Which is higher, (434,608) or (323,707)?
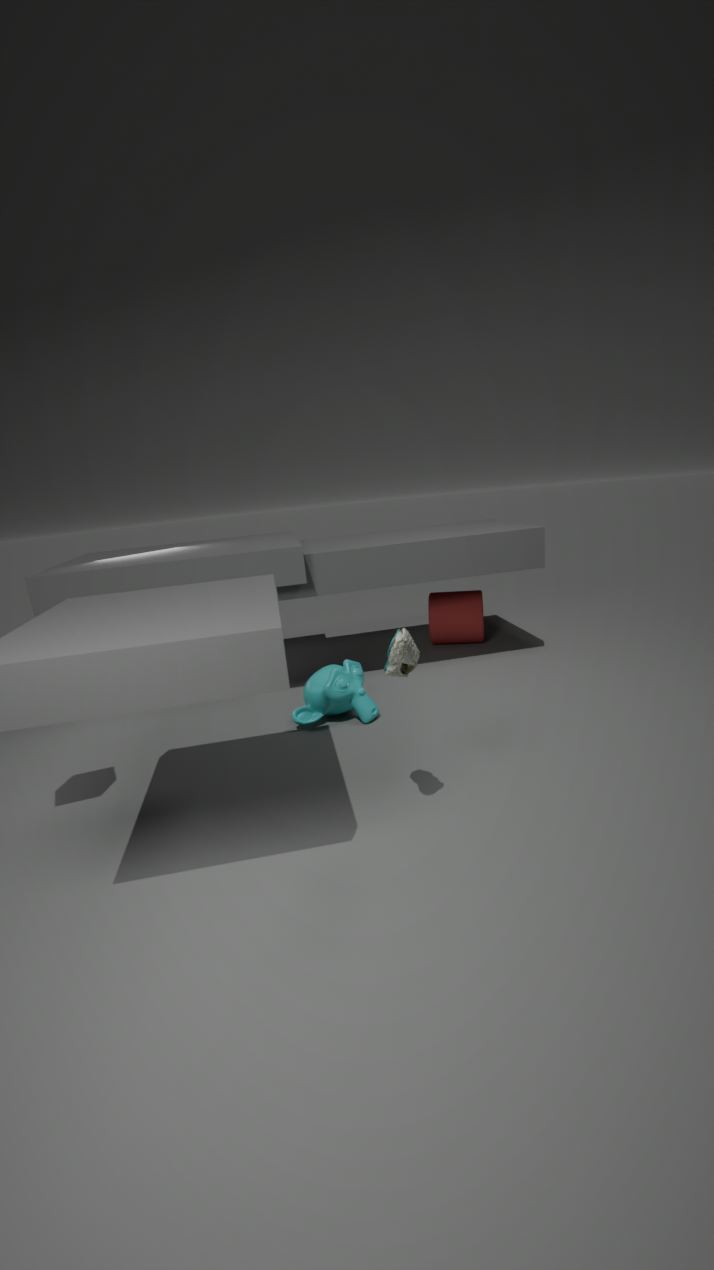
(434,608)
